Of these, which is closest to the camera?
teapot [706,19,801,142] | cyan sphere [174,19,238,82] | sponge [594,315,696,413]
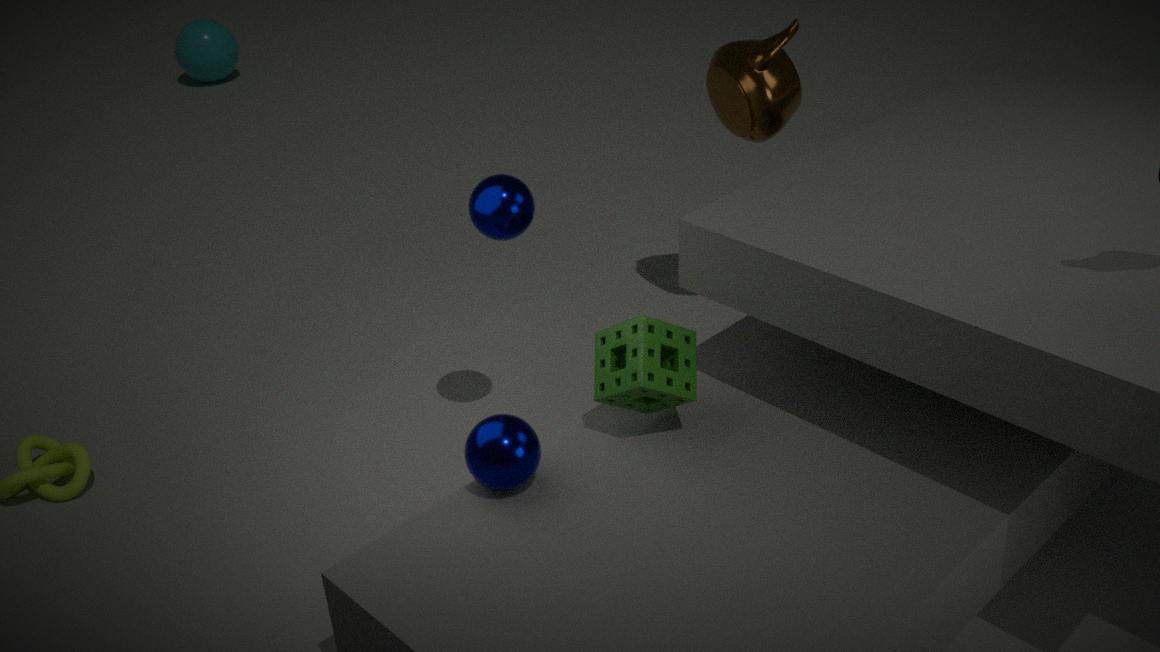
sponge [594,315,696,413]
